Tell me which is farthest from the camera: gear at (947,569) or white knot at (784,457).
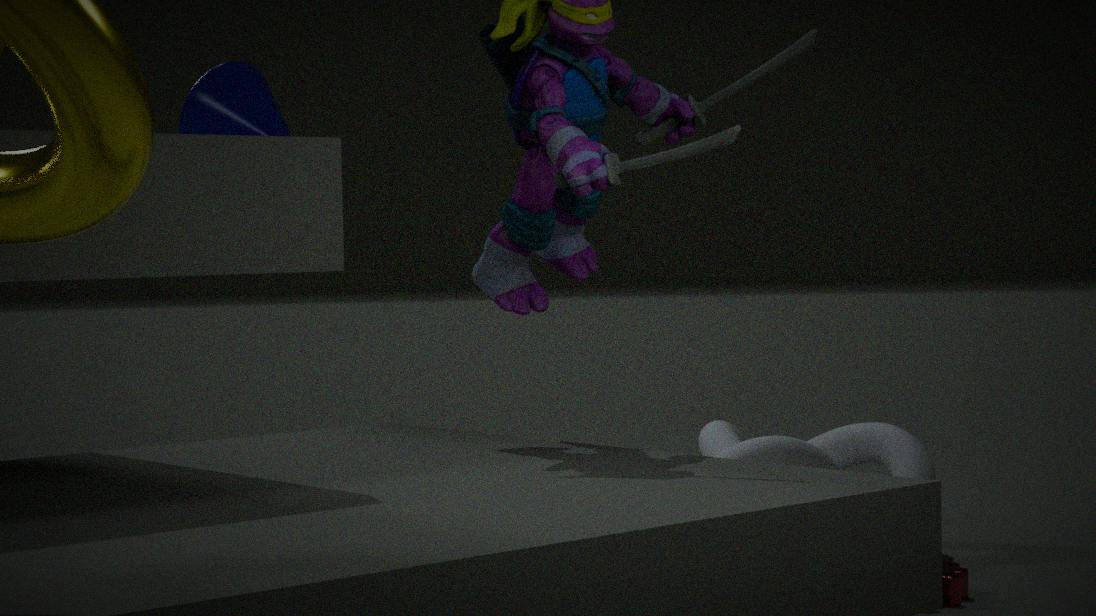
white knot at (784,457)
